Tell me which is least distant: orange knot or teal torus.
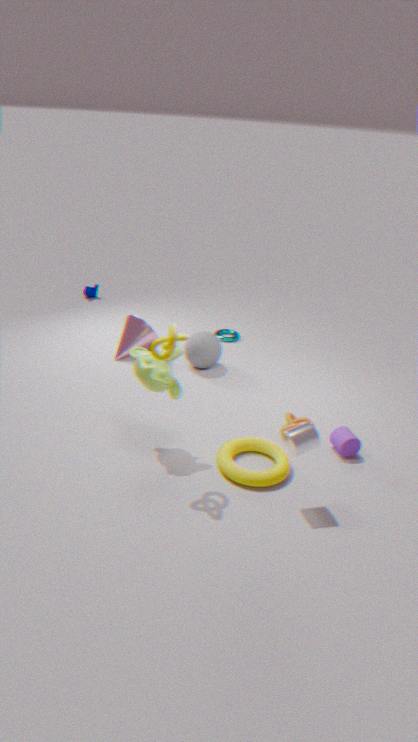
orange knot
